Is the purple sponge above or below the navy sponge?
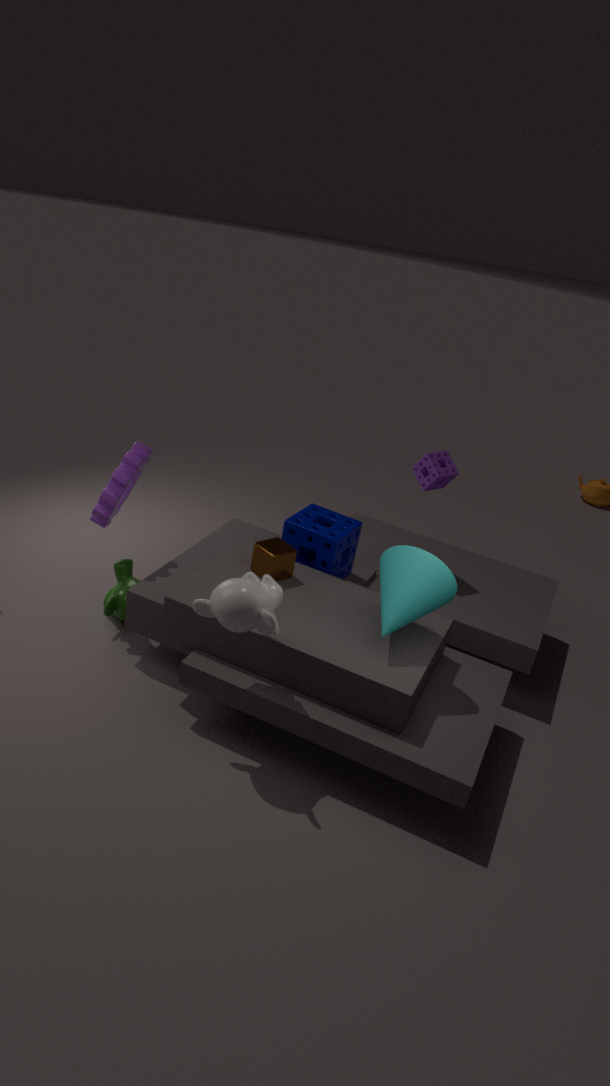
Result: above
